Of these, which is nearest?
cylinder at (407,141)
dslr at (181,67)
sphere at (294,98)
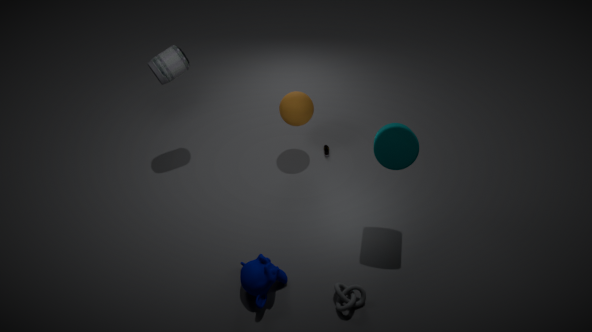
cylinder at (407,141)
